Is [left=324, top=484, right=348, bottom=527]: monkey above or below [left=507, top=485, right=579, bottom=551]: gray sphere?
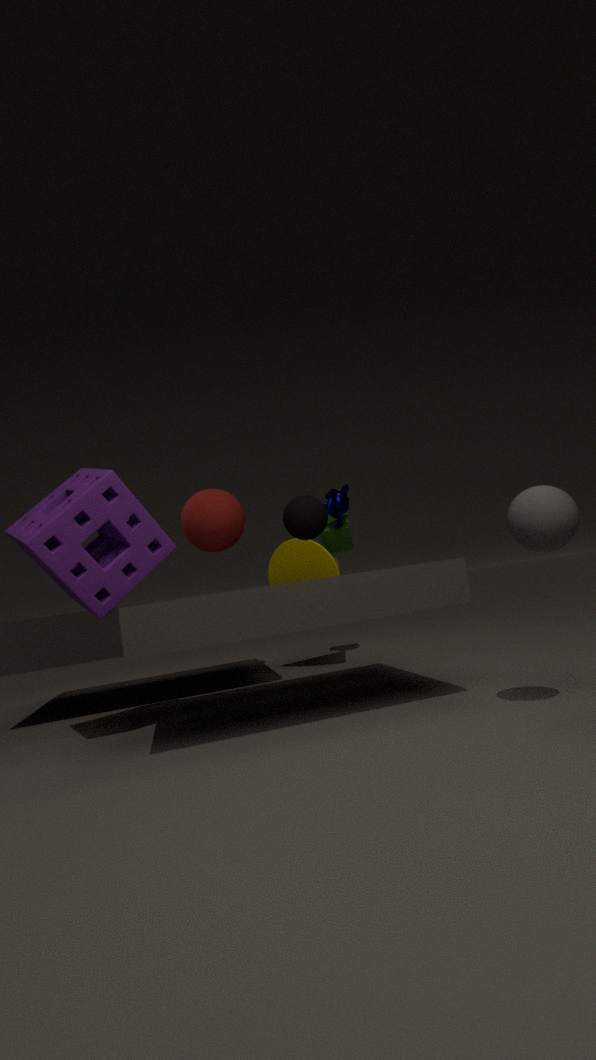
above
